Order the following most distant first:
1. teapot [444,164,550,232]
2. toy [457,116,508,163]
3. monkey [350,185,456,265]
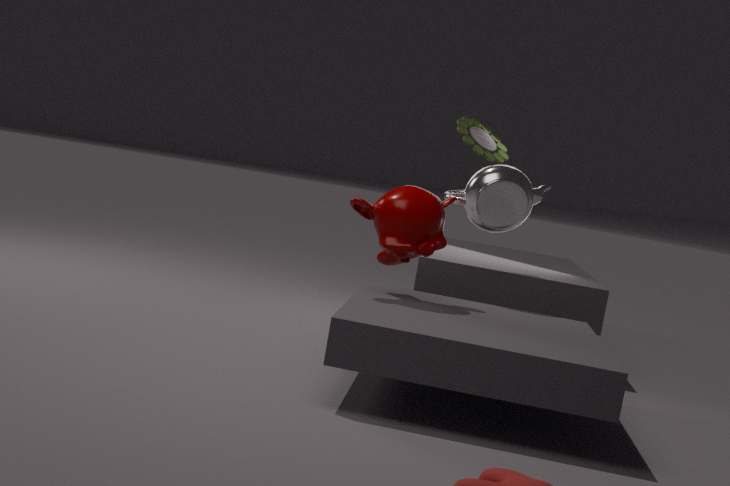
toy [457,116,508,163] < teapot [444,164,550,232] < monkey [350,185,456,265]
